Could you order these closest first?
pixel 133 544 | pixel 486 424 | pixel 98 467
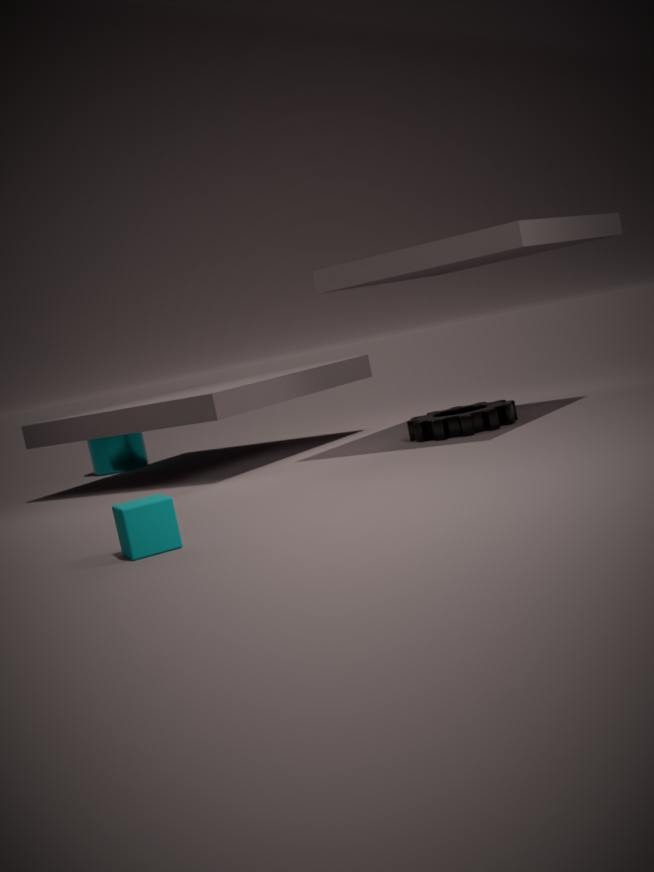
pixel 133 544
pixel 486 424
pixel 98 467
